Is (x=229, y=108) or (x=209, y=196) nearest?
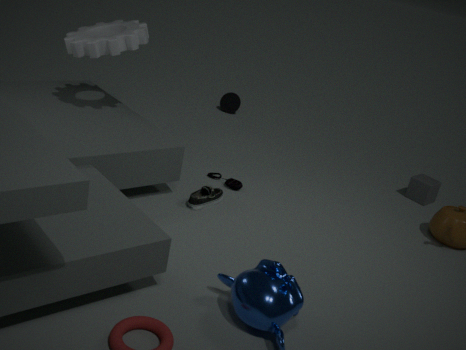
(x=209, y=196)
